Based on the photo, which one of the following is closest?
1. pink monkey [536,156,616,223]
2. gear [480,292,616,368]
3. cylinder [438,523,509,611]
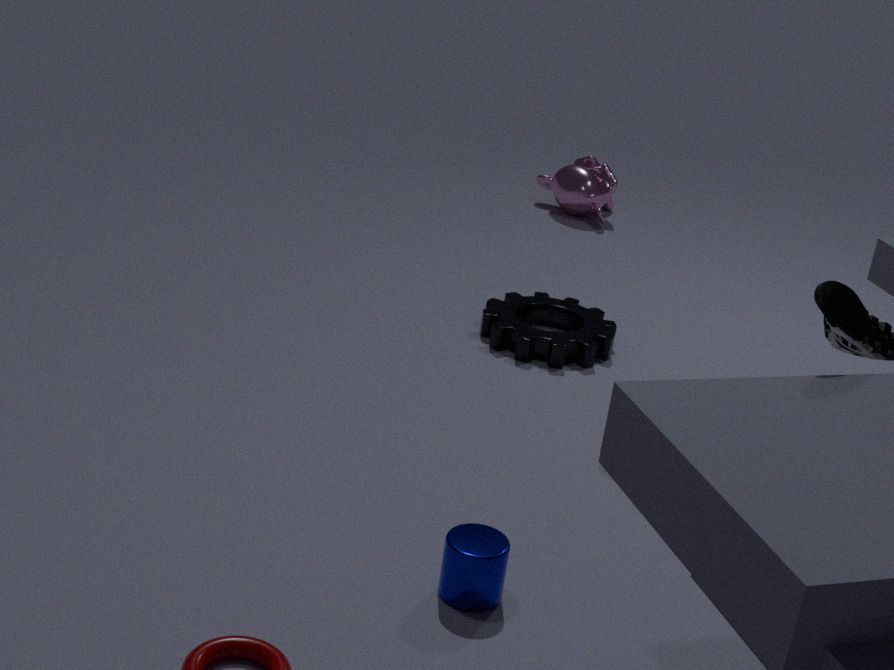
cylinder [438,523,509,611]
